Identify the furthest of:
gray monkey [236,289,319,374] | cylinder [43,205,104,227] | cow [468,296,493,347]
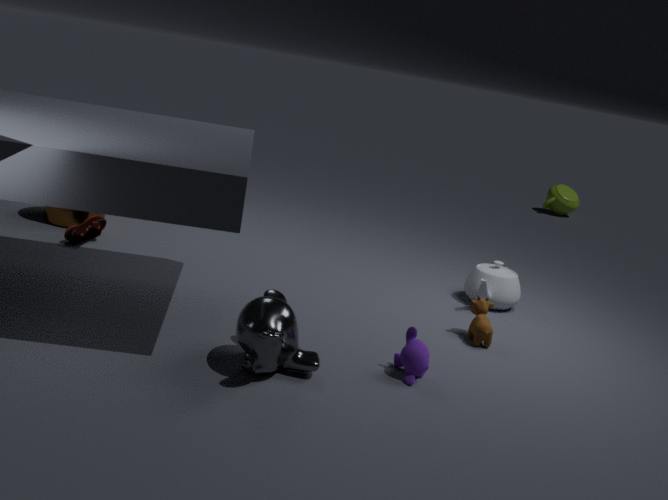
cylinder [43,205,104,227]
